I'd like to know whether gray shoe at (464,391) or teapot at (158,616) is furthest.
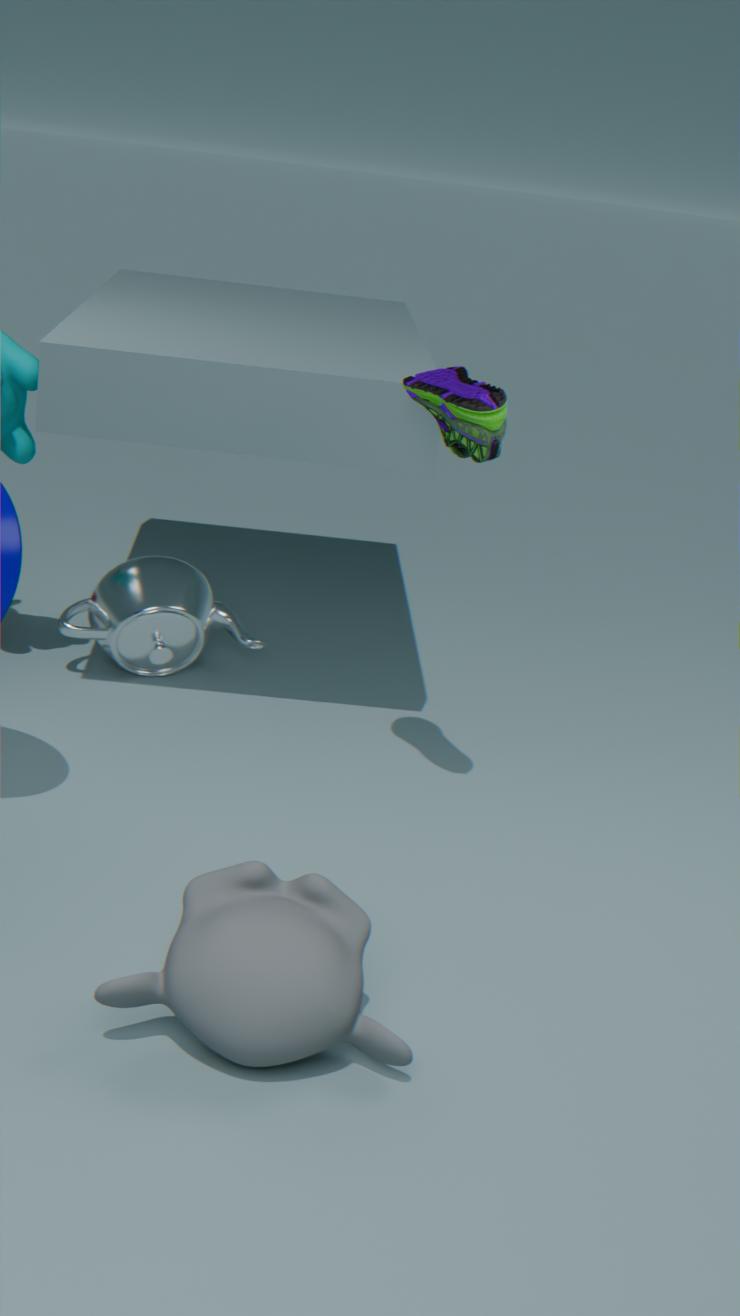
teapot at (158,616)
